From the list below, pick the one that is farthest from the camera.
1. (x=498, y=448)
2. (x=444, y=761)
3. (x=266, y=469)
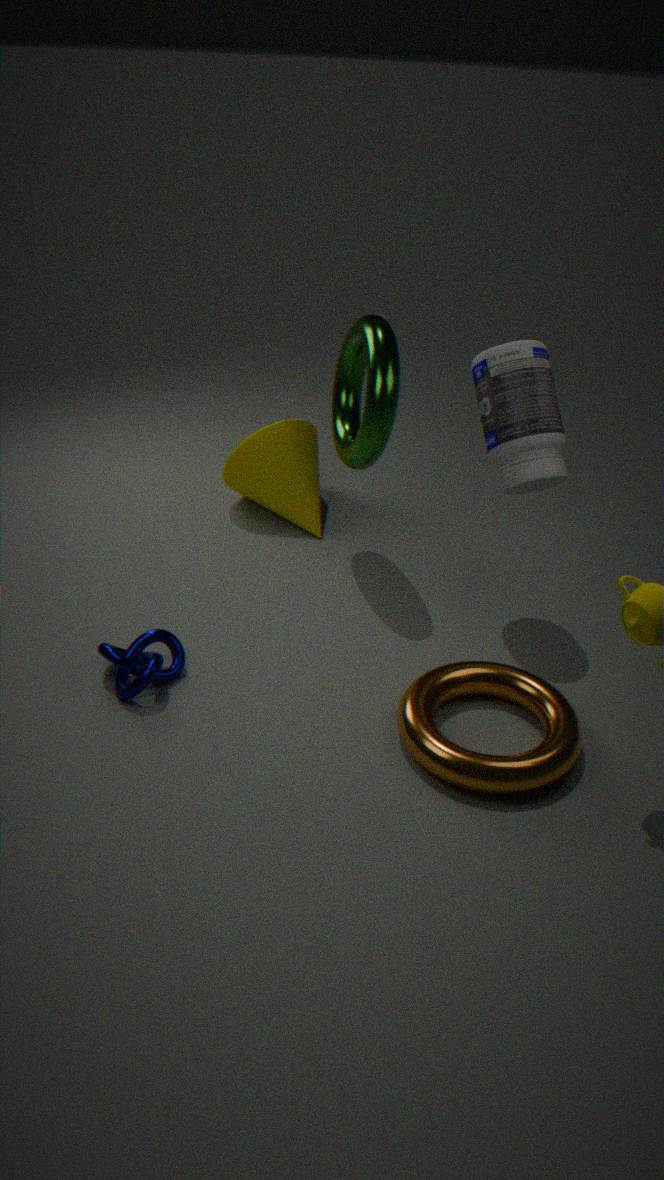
(x=266, y=469)
